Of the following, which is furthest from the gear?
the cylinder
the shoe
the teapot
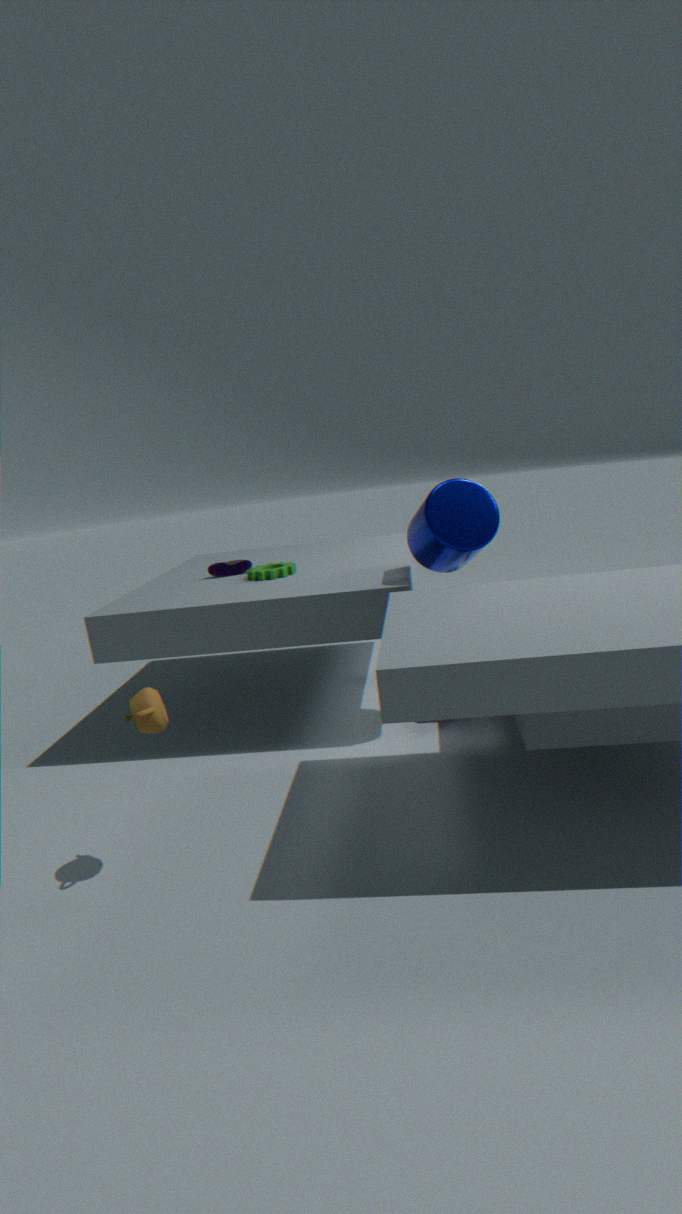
the teapot
